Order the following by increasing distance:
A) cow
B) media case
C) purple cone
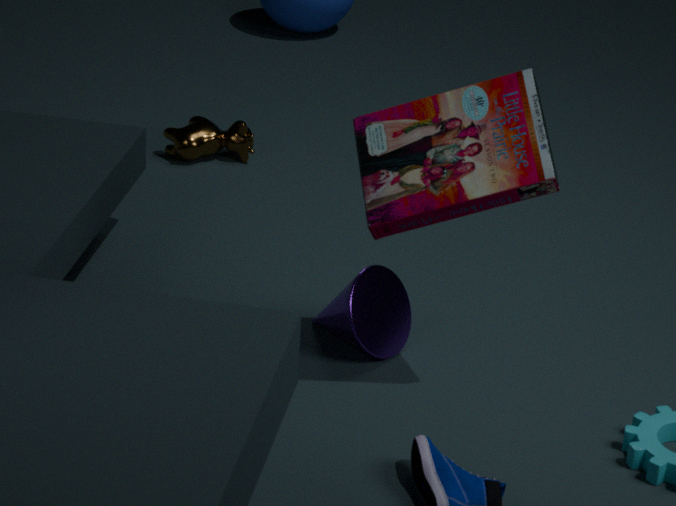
1. media case
2. purple cone
3. cow
